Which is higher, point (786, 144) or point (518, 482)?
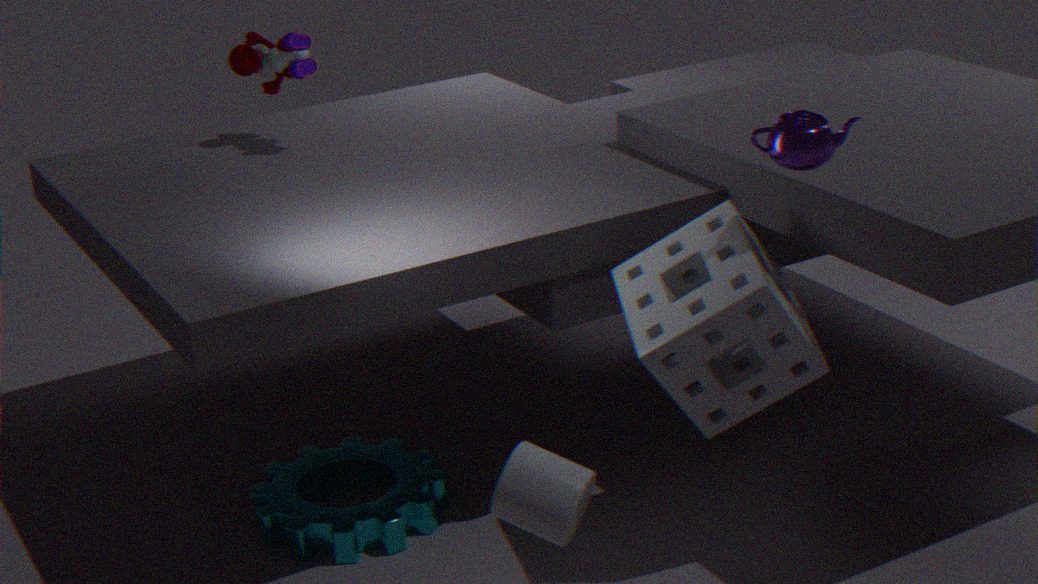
point (786, 144)
